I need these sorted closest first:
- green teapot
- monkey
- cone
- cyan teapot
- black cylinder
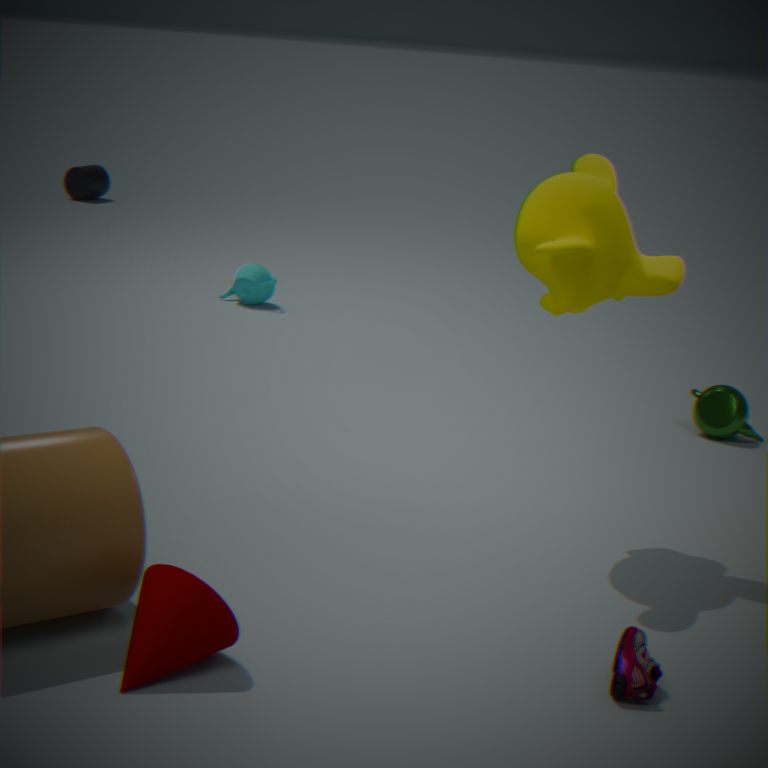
cone
monkey
green teapot
cyan teapot
black cylinder
